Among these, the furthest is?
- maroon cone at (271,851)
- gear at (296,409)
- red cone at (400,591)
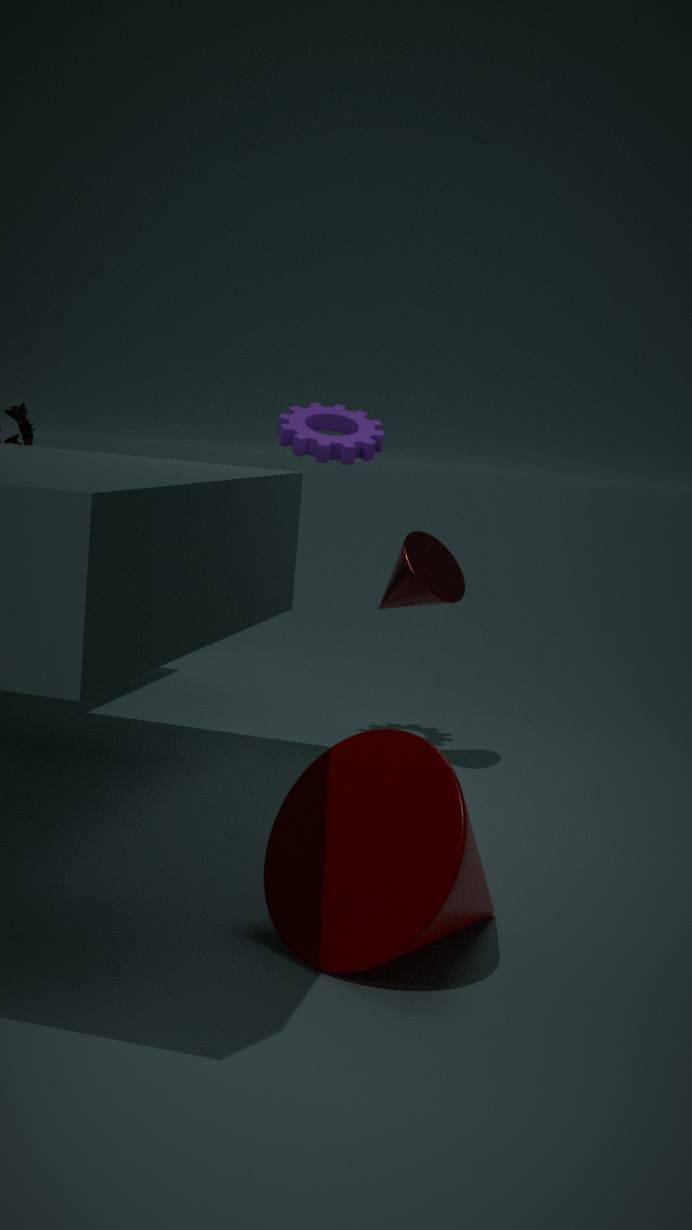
red cone at (400,591)
